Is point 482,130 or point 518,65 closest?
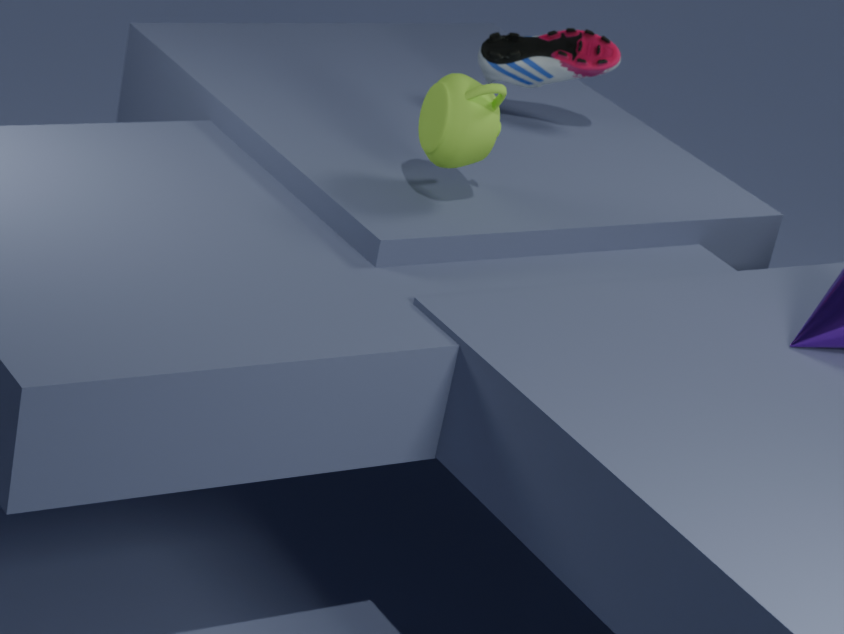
point 482,130
